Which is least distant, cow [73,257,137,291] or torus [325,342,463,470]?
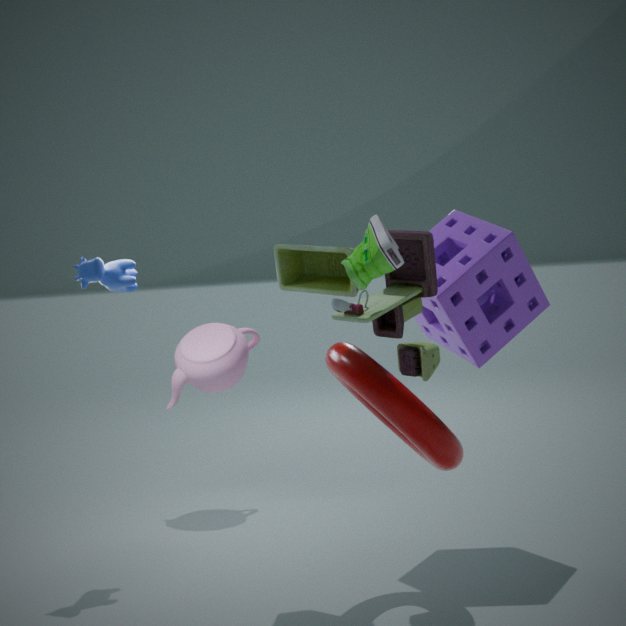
torus [325,342,463,470]
